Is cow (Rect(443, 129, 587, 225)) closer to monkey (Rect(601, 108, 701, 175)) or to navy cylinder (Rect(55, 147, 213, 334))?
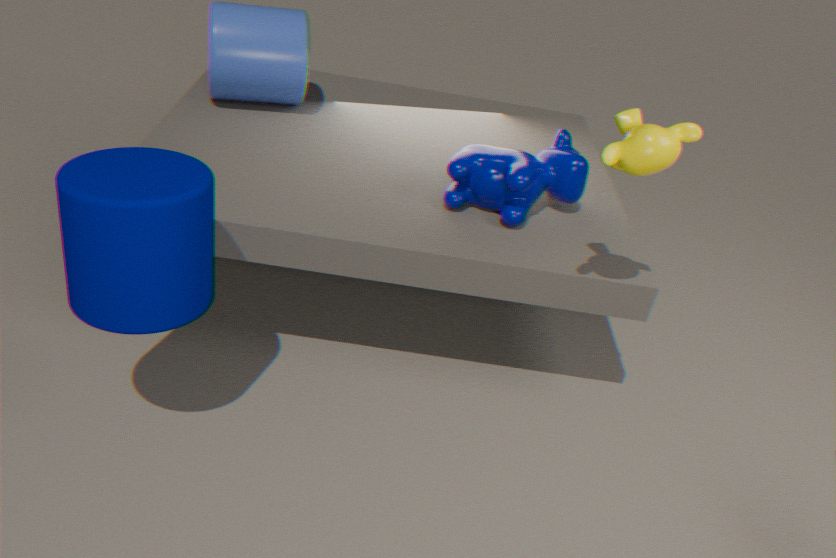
monkey (Rect(601, 108, 701, 175))
